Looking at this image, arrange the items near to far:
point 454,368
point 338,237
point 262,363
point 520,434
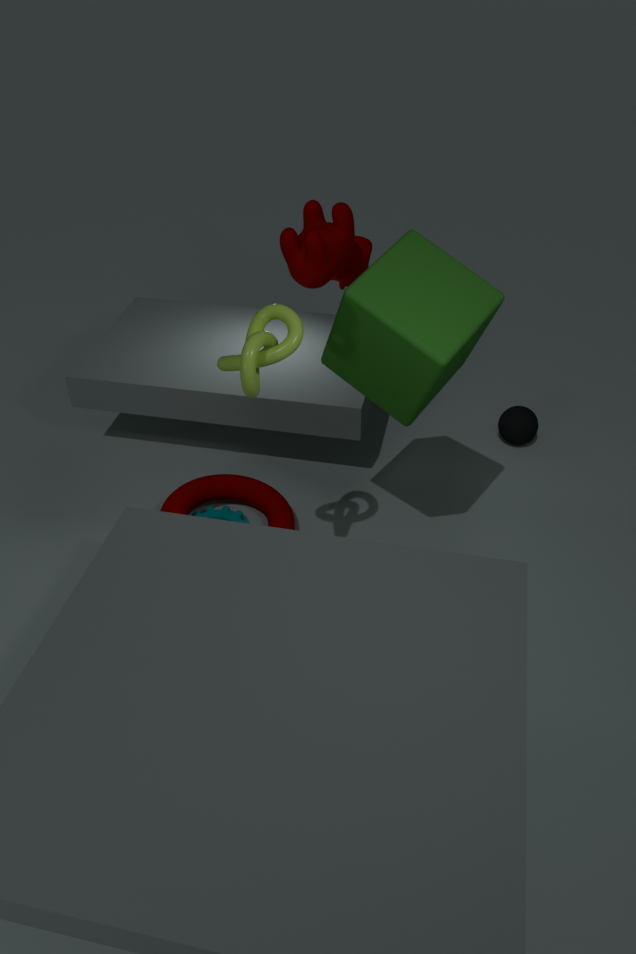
point 262,363, point 454,368, point 338,237, point 520,434
